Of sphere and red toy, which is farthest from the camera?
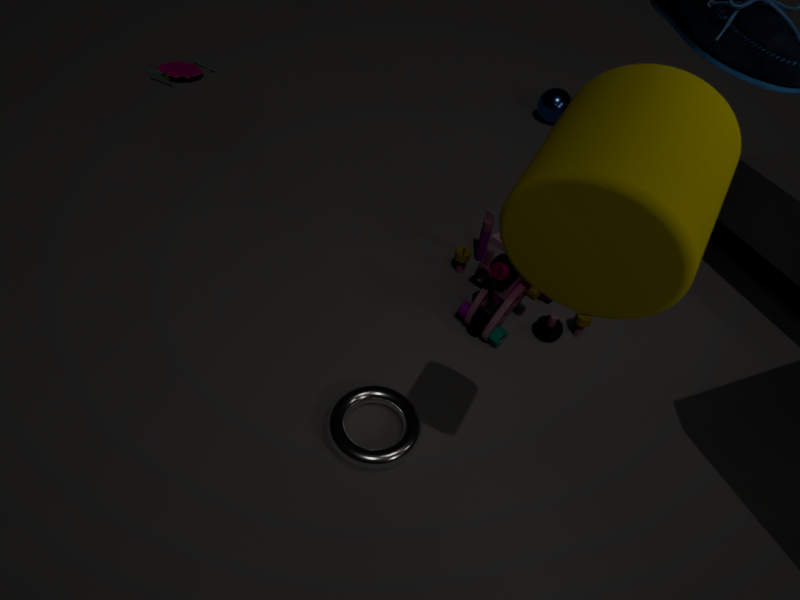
sphere
